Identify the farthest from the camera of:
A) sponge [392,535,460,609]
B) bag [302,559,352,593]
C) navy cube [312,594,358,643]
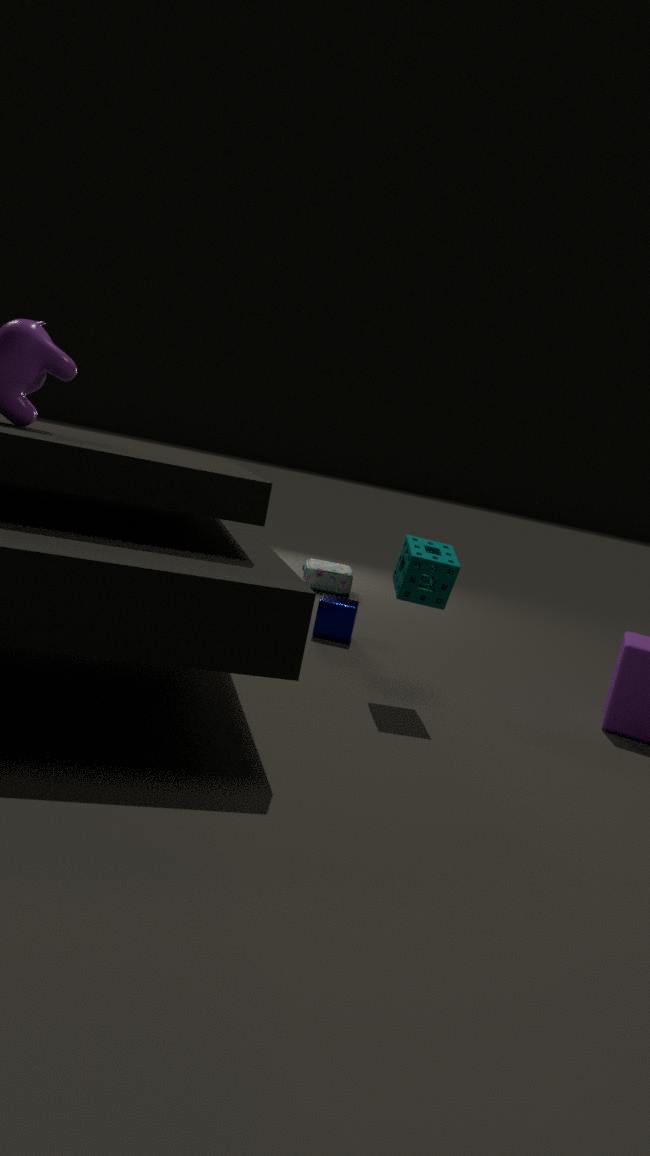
bag [302,559,352,593]
